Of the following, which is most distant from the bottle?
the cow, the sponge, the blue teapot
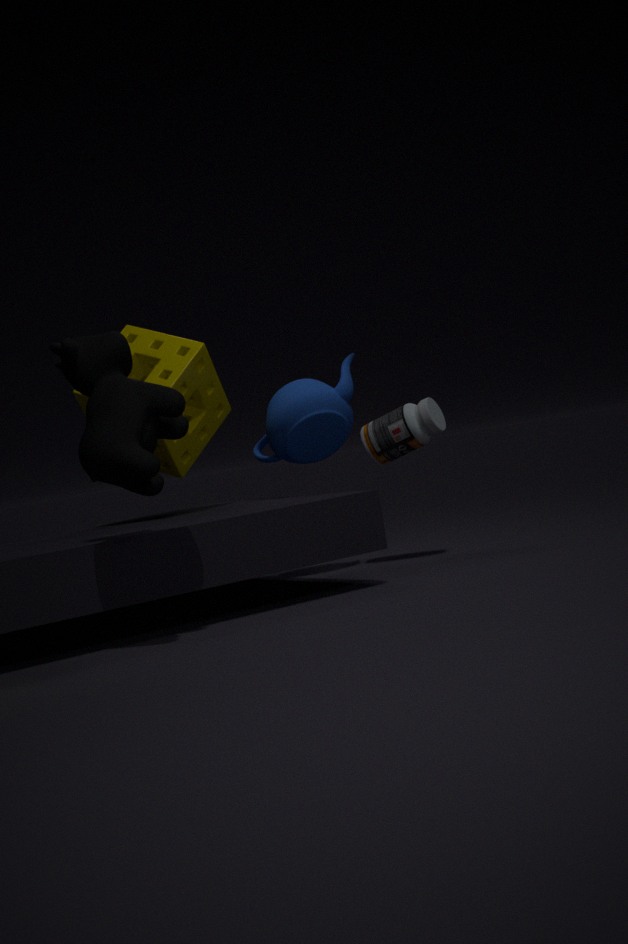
the cow
